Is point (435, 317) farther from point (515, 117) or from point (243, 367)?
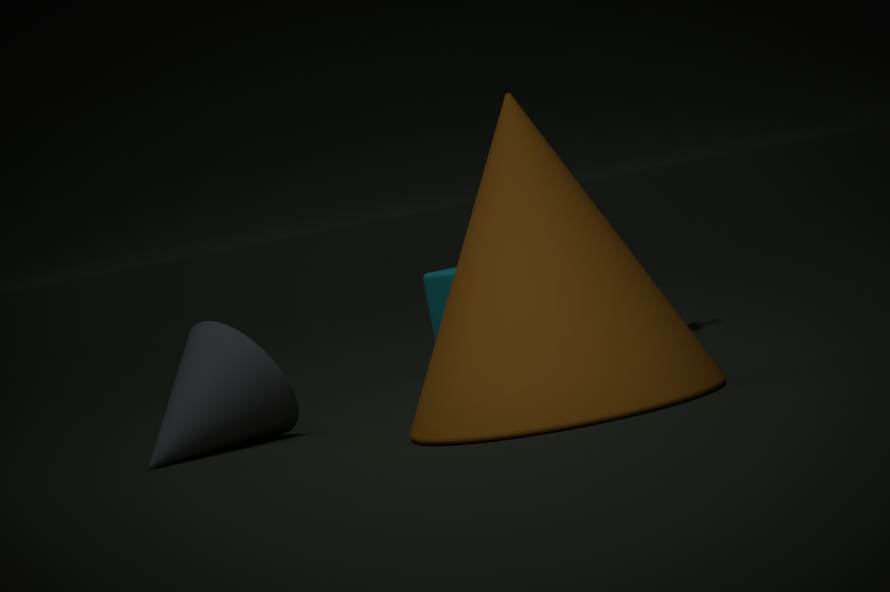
point (515, 117)
